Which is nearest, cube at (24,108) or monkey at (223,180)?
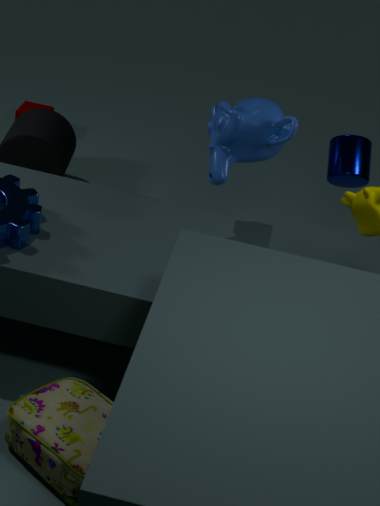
monkey at (223,180)
